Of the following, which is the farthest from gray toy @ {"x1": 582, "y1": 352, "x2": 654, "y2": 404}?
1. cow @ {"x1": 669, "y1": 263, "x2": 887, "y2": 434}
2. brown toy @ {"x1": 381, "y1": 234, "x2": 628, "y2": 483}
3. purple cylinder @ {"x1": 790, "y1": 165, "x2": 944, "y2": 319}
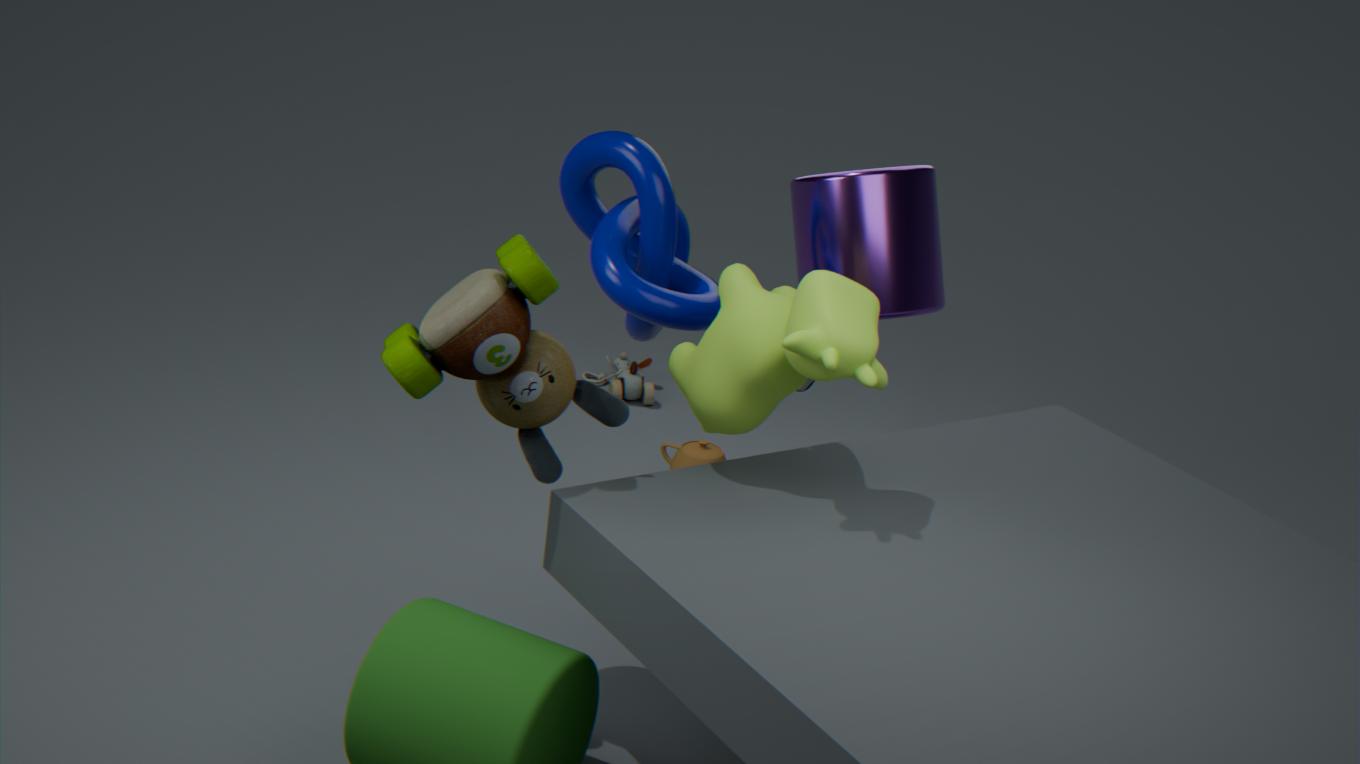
brown toy @ {"x1": 381, "y1": 234, "x2": 628, "y2": 483}
